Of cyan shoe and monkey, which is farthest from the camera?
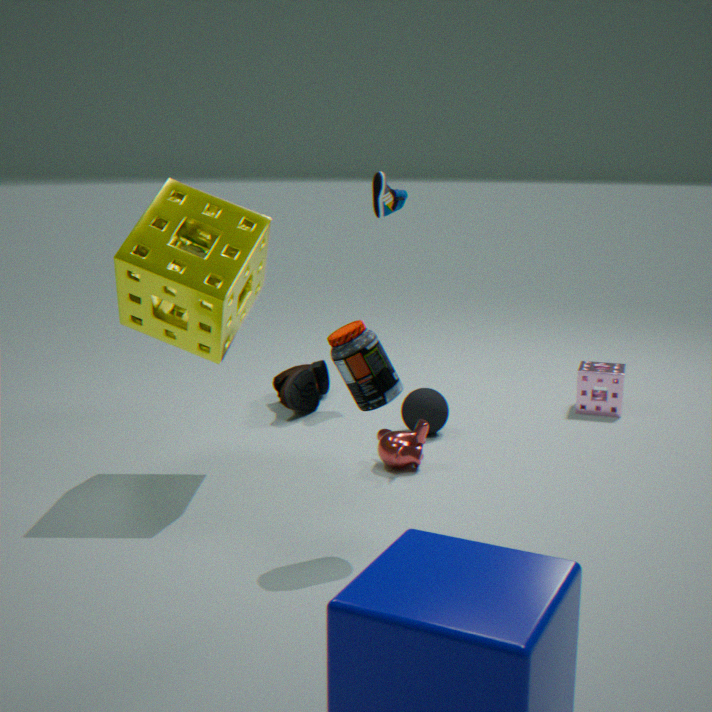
cyan shoe
